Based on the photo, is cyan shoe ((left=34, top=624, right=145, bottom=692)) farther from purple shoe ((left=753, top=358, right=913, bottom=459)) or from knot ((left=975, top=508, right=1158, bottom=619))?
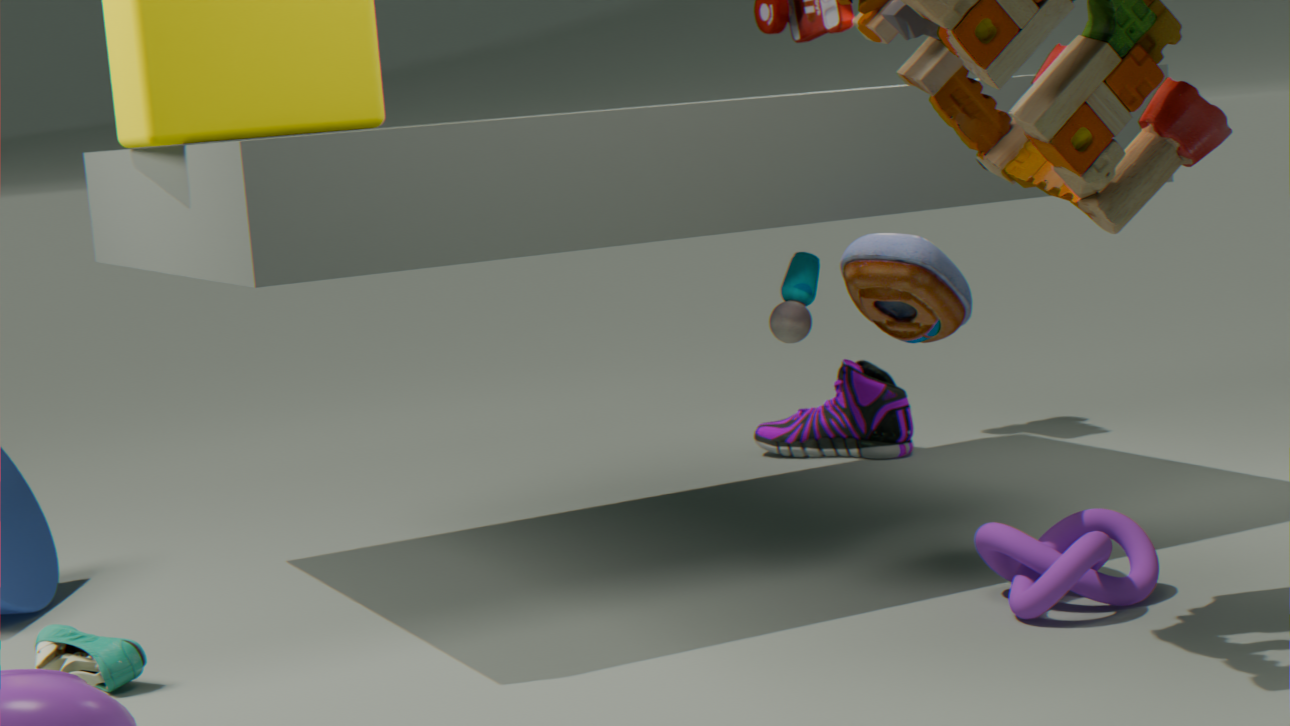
purple shoe ((left=753, top=358, right=913, bottom=459))
